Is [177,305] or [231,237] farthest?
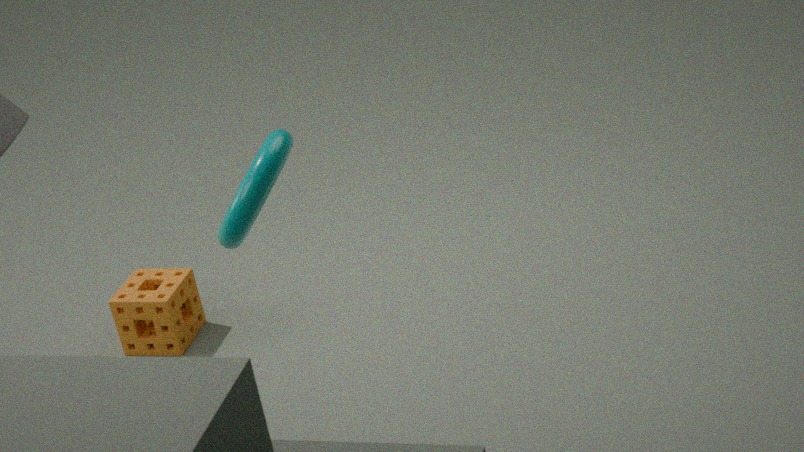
[177,305]
